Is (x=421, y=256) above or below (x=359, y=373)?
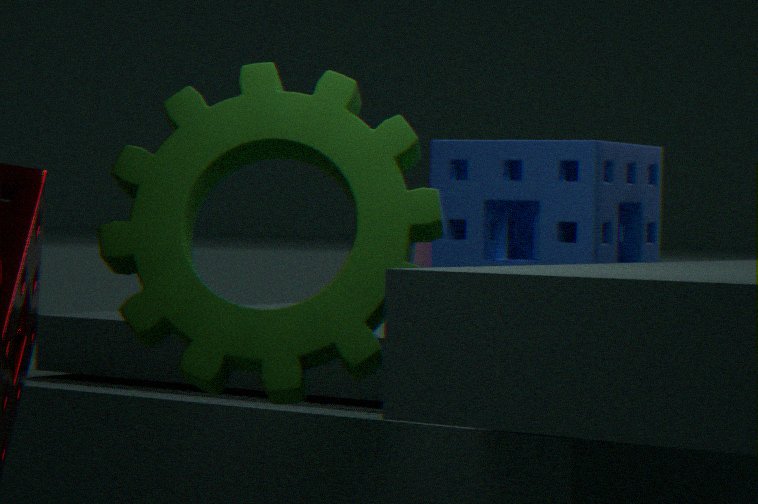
below
